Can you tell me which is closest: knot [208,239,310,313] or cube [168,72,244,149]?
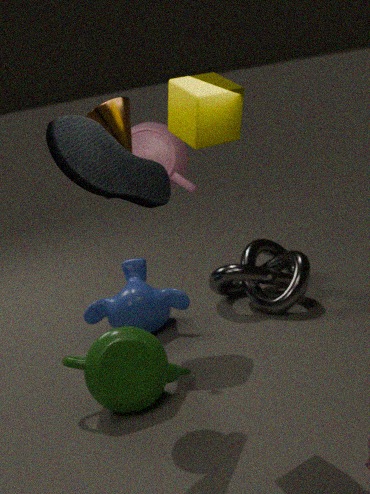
cube [168,72,244,149]
